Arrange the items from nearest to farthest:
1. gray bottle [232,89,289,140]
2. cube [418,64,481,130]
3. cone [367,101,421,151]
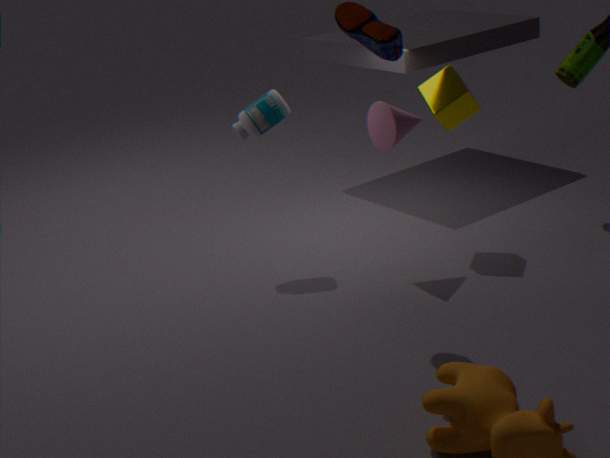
cone [367,101,421,151]
cube [418,64,481,130]
gray bottle [232,89,289,140]
